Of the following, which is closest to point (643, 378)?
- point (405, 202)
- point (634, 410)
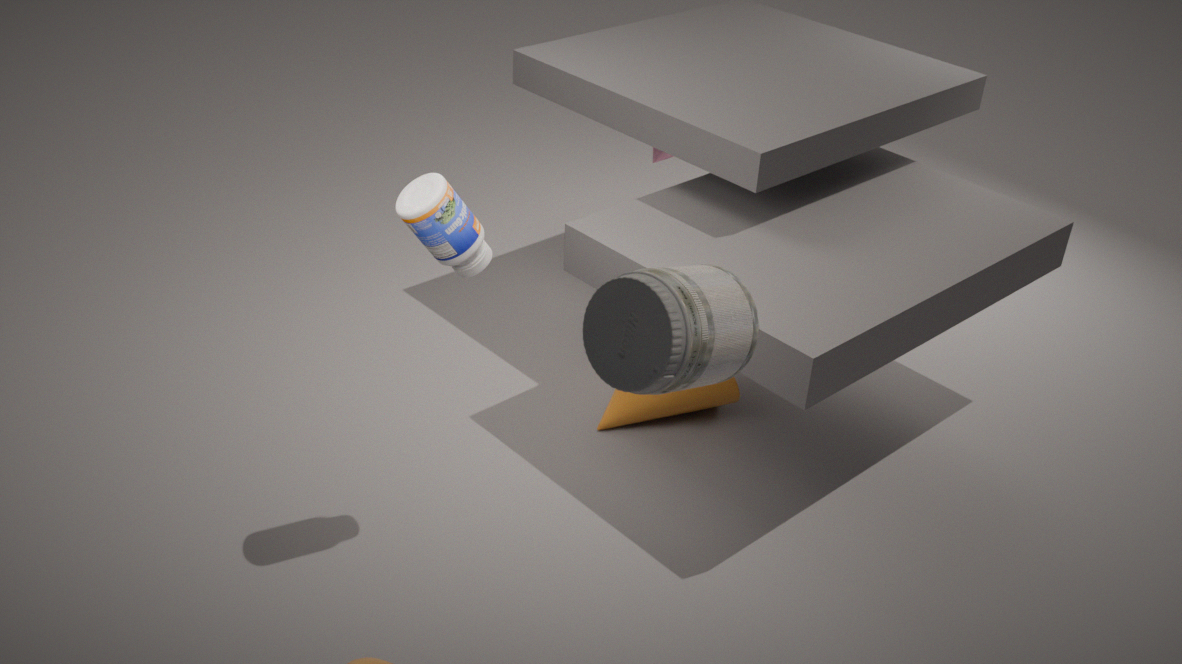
point (405, 202)
